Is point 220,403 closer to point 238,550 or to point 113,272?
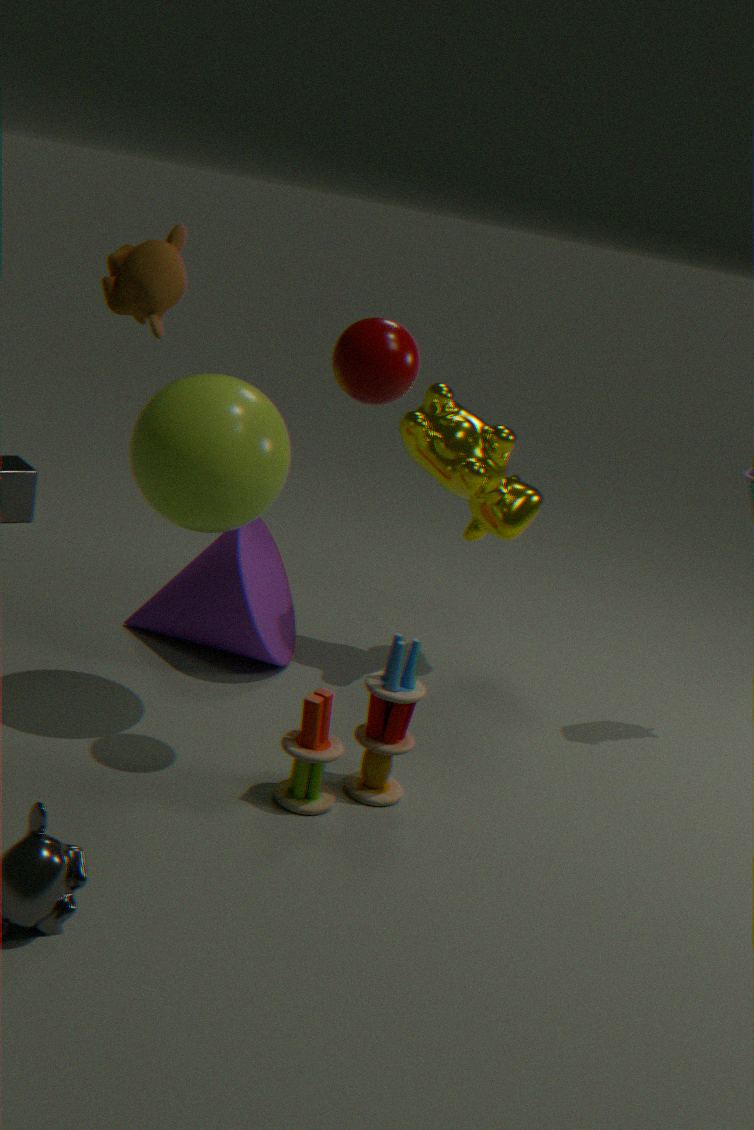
point 113,272
